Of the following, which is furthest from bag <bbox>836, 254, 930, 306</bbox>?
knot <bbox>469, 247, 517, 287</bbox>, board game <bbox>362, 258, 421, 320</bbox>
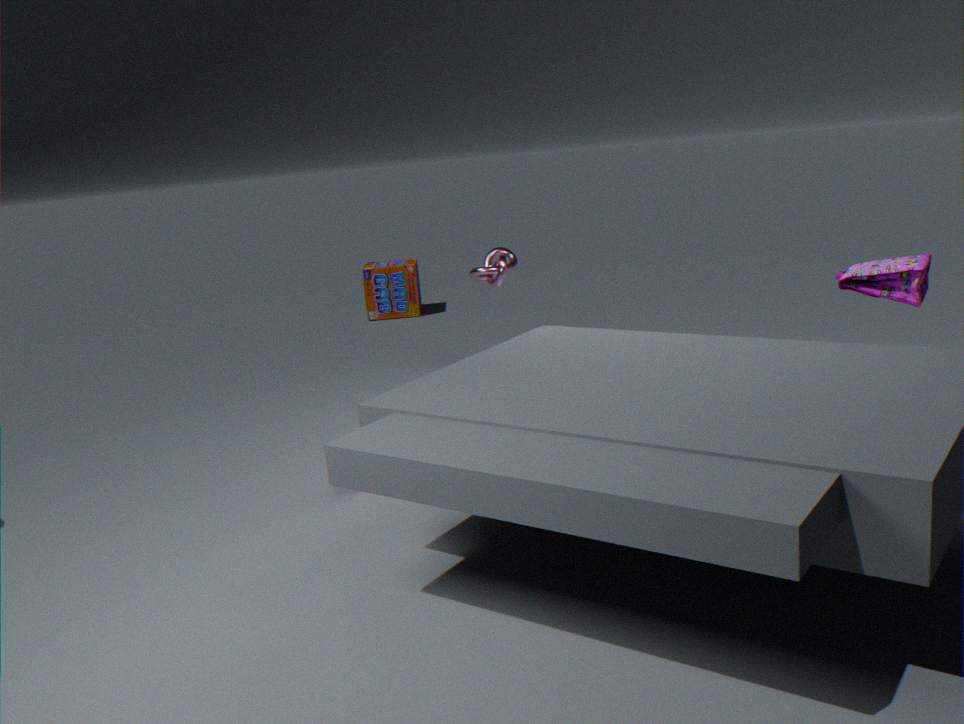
board game <bbox>362, 258, 421, 320</bbox>
